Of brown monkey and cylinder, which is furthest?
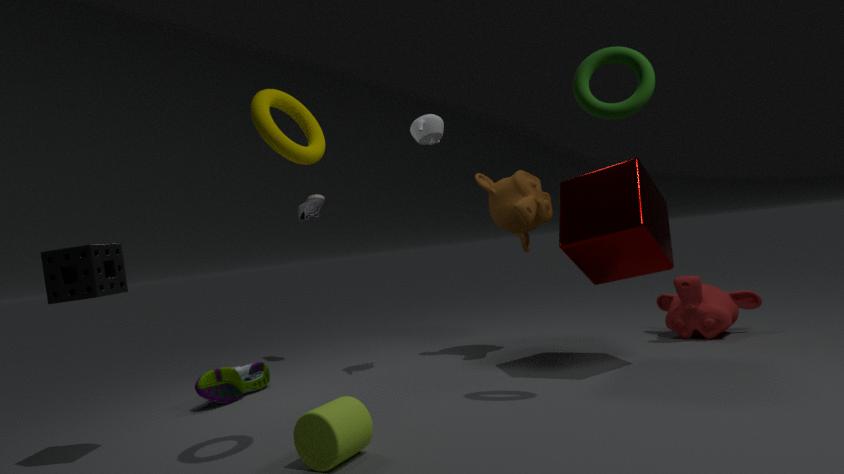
brown monkey
